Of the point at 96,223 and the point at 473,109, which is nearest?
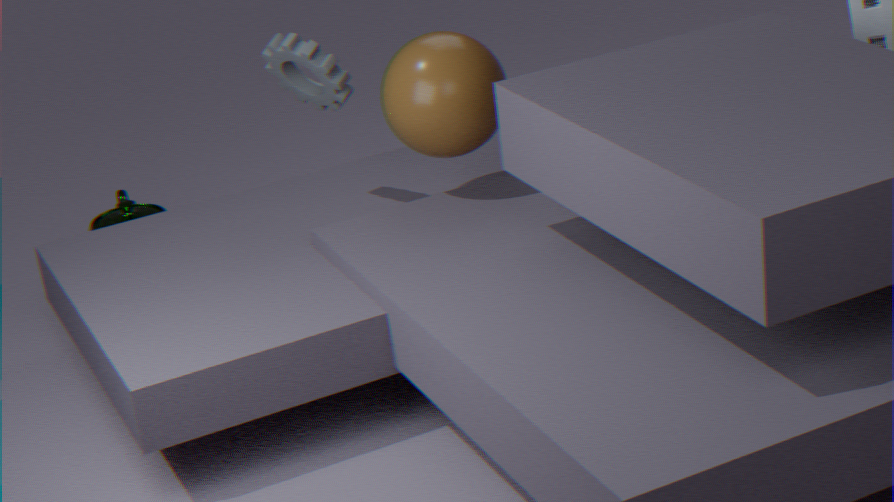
the point at 473,109
